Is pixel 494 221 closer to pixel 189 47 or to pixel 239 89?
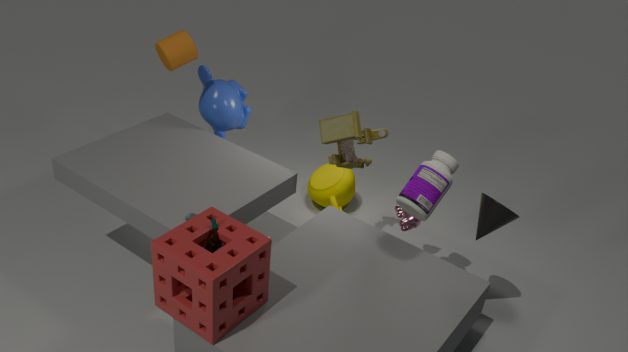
pixel 239 89
